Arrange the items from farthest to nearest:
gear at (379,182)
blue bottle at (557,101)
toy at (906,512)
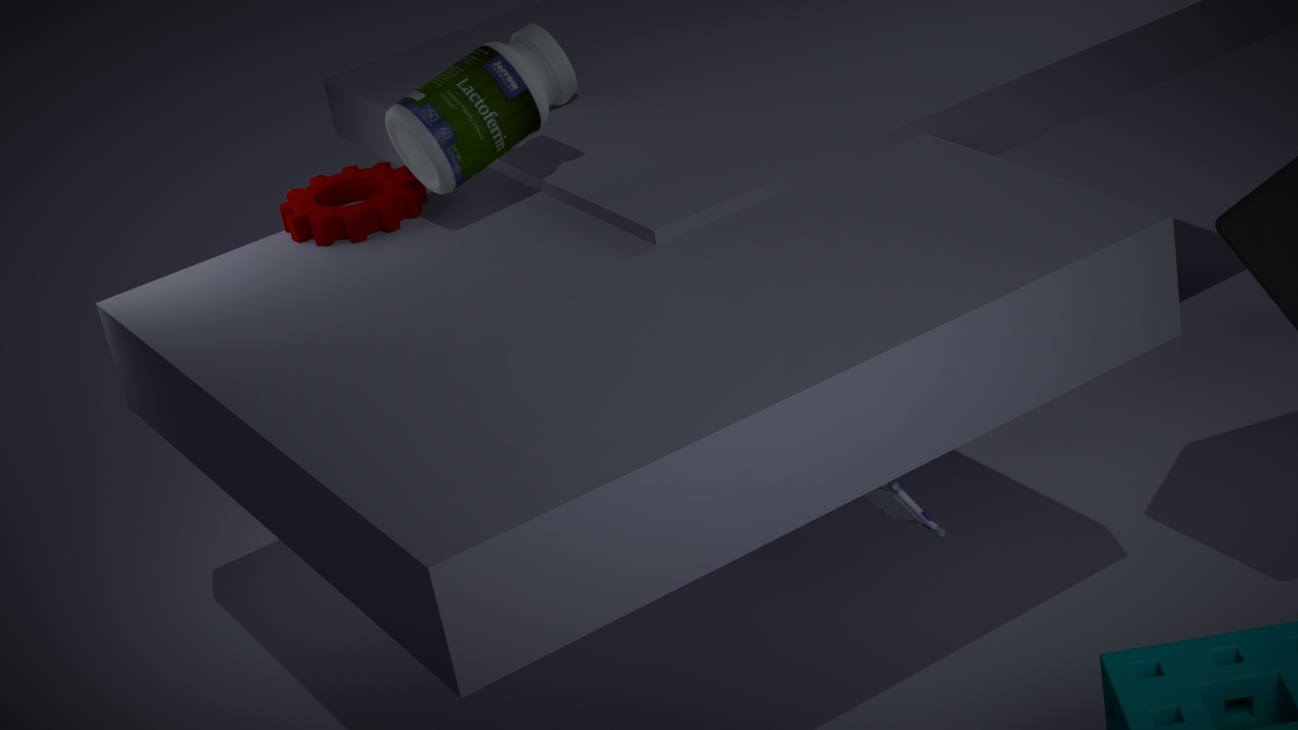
1. gear at (379,182)
2. blue bottle at (557,101)
3. toy at (906,512)
